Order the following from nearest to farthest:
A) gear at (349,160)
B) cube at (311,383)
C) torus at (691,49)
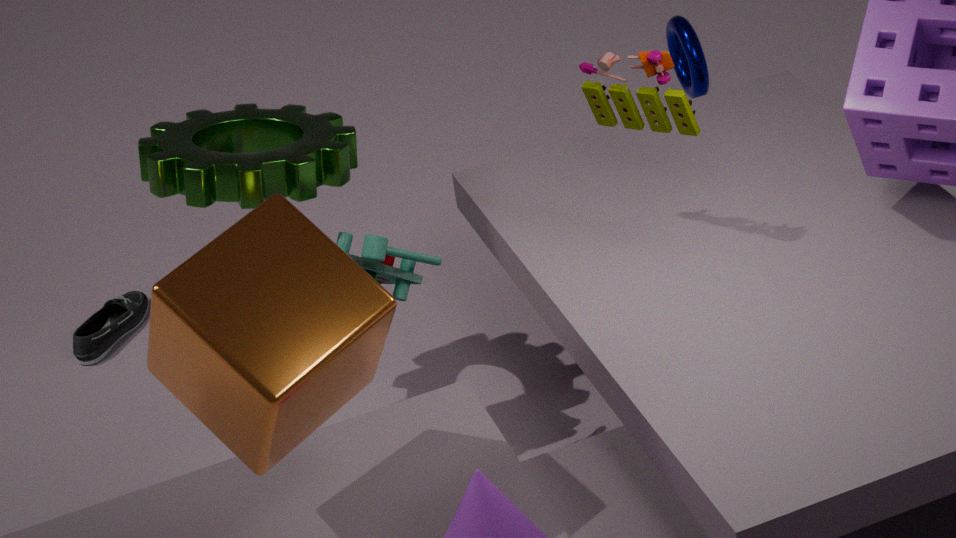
cube at (311,383) < gear at (349,160) < torus at (691,49)
